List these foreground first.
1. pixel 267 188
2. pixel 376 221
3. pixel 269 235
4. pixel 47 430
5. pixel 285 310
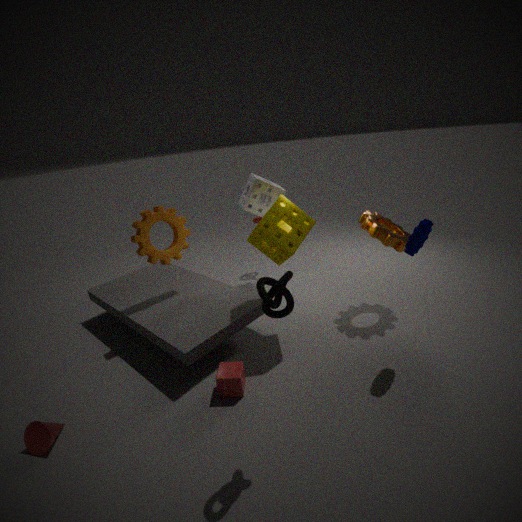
pixel 285 310
pixel 47 430
pixel 269 235
pixel 376 221
pixel 267 188
